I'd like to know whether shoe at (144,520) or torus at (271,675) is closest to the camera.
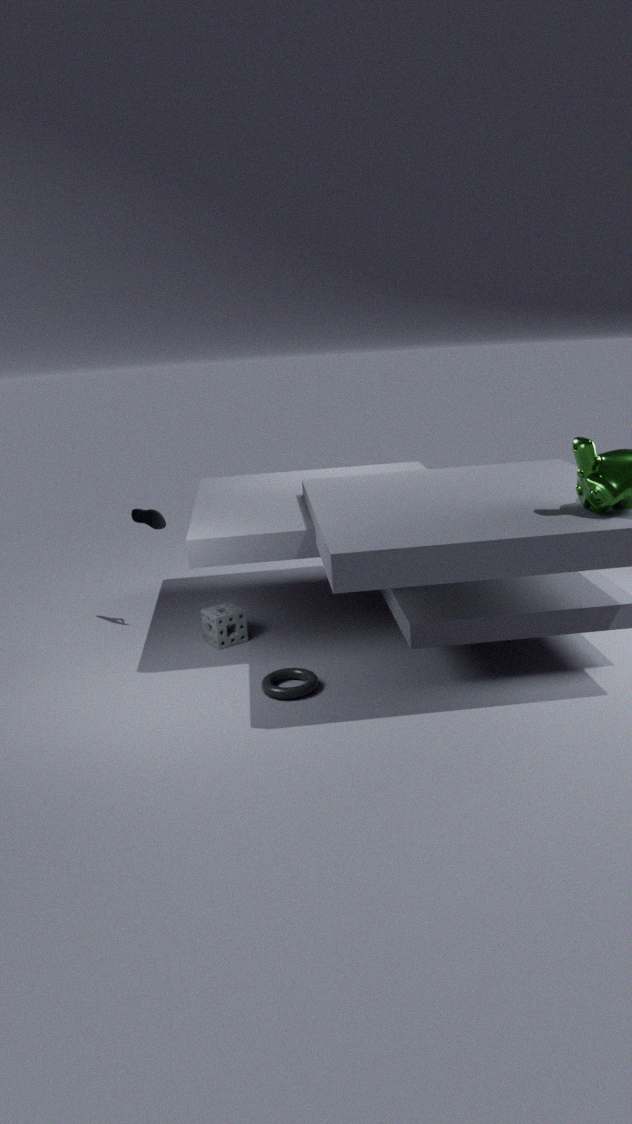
torus at (271,675)
